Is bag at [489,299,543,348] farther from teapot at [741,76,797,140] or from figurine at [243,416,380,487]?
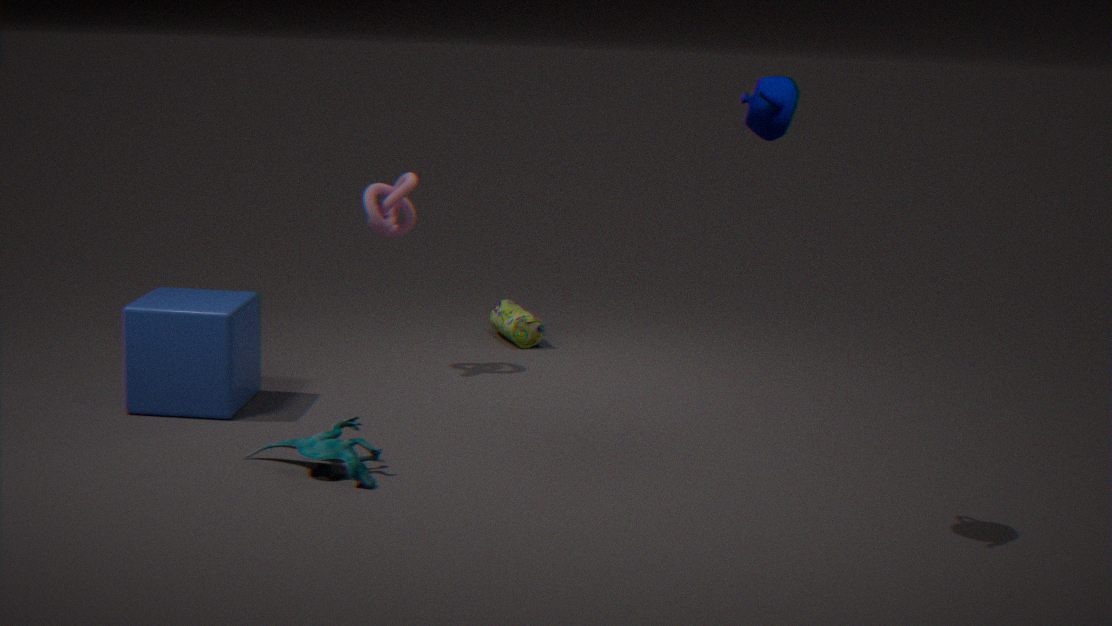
teapot at [741,76,797,140]
